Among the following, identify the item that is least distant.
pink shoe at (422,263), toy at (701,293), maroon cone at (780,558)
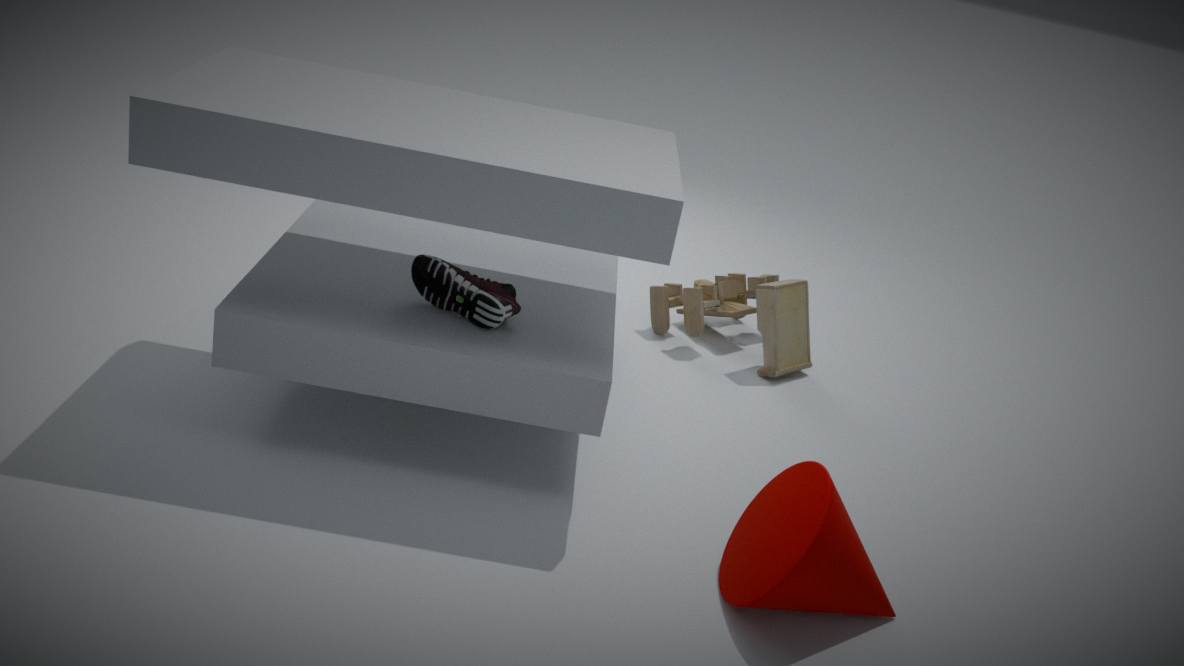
maroon cone at (780,558)
